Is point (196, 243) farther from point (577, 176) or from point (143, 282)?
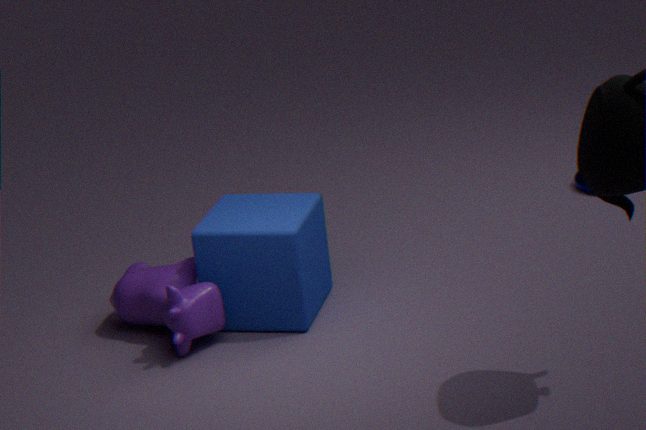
point (577, 176)
